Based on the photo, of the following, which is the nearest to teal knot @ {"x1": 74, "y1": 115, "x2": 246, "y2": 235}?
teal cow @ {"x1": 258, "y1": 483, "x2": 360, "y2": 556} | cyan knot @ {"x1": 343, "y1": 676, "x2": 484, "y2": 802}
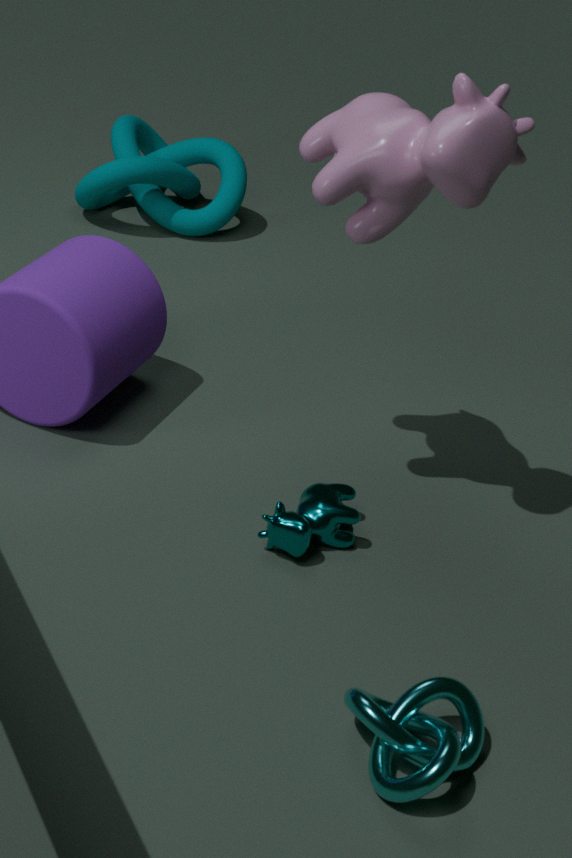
teal cow @ {"x1": 258, "y1": 483, "x2": 360, "y2": 556}
